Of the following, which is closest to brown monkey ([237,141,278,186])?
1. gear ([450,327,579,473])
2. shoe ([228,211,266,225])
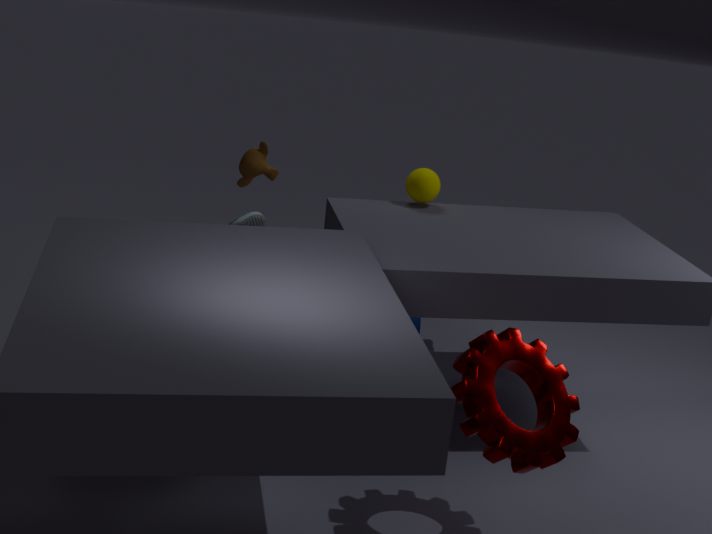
shoe ([228,211,266,225])
